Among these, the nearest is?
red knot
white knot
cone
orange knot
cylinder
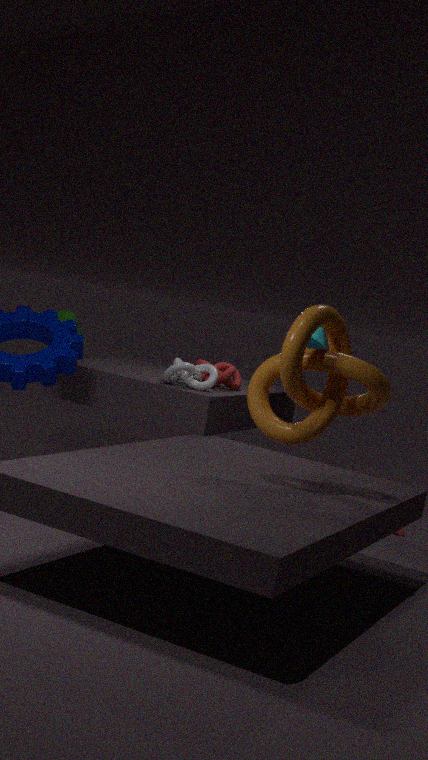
orange knot
